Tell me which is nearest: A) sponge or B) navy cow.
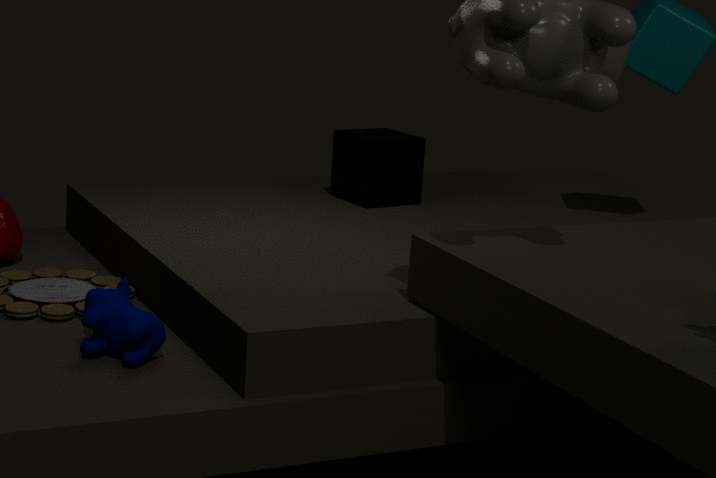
B. navy cow
